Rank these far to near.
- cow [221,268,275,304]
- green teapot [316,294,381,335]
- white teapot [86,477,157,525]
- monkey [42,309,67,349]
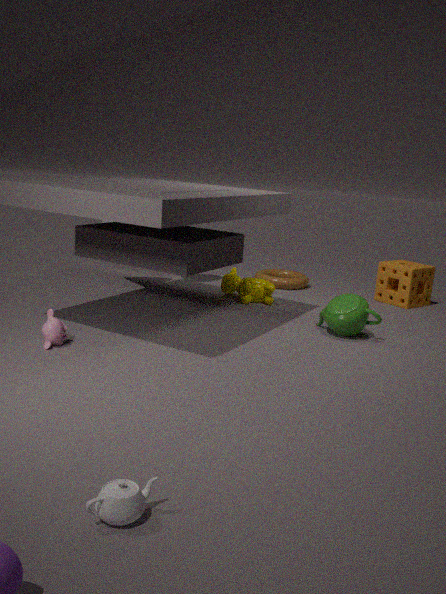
cow [221,268,275,304] → green teapot [316,294,381,335] → monkey [42,309,67,349] → white teapot [86,477,157,525]
